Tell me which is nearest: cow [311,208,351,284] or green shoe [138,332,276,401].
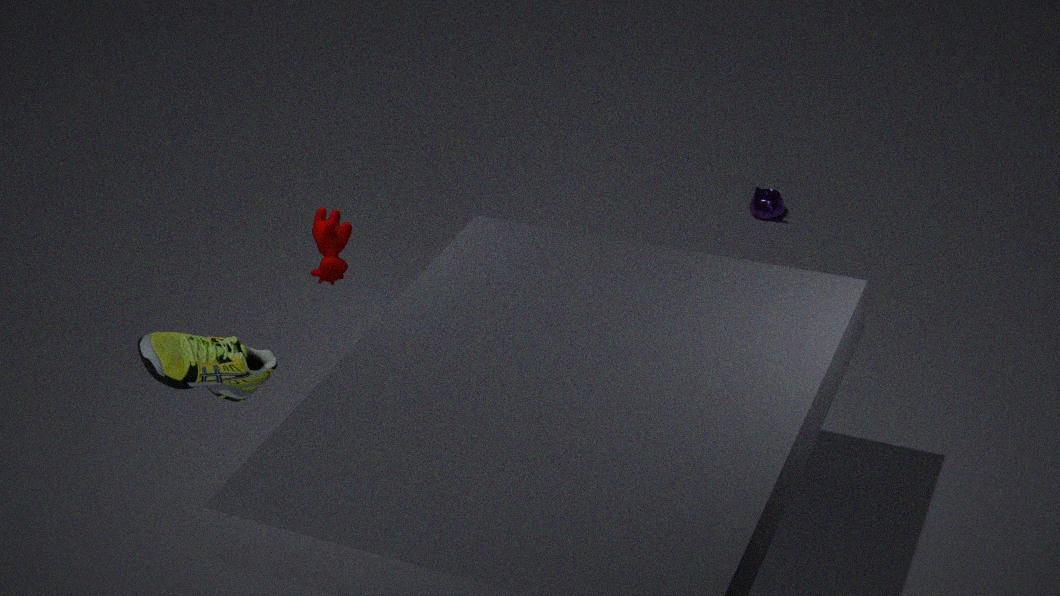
green shoe [138,332,276,401]
